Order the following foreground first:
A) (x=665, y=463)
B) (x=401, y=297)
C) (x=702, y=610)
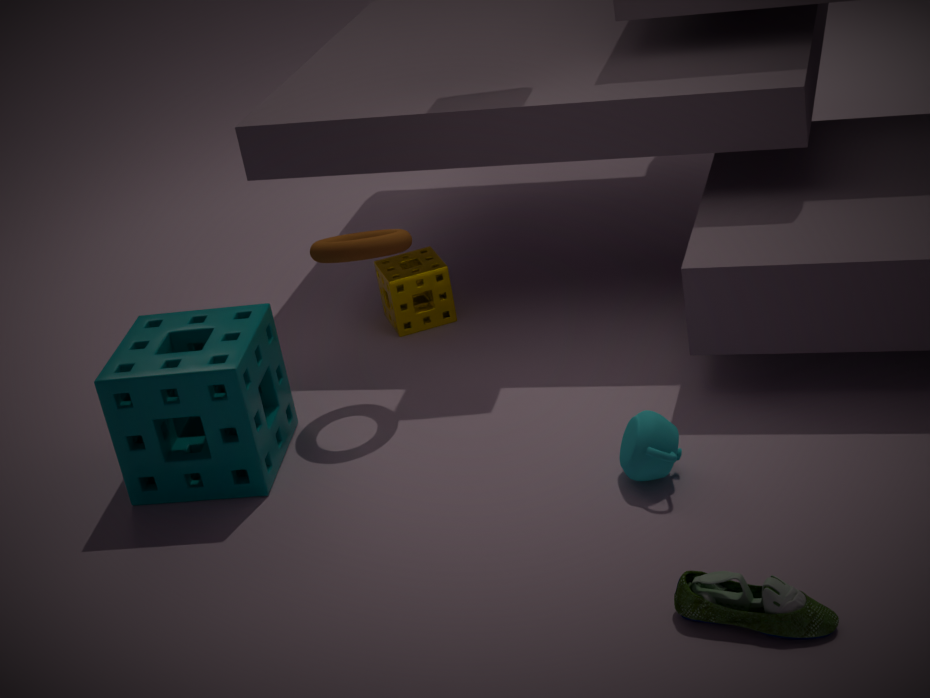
(x=702, y=610) → (x=665, y=463) → (x=401, y=297)
